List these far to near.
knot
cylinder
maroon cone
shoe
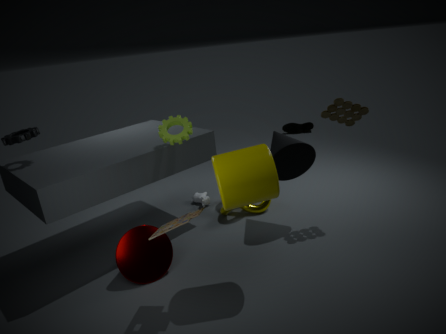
1. shoe
2. knot
3. maroon cone
4. cylinder
